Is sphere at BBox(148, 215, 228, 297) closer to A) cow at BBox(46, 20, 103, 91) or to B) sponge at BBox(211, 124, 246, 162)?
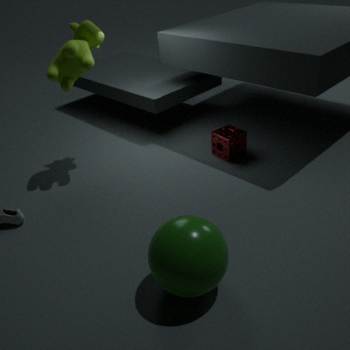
B) sponge at BBox(211, 124, 246, 162)
